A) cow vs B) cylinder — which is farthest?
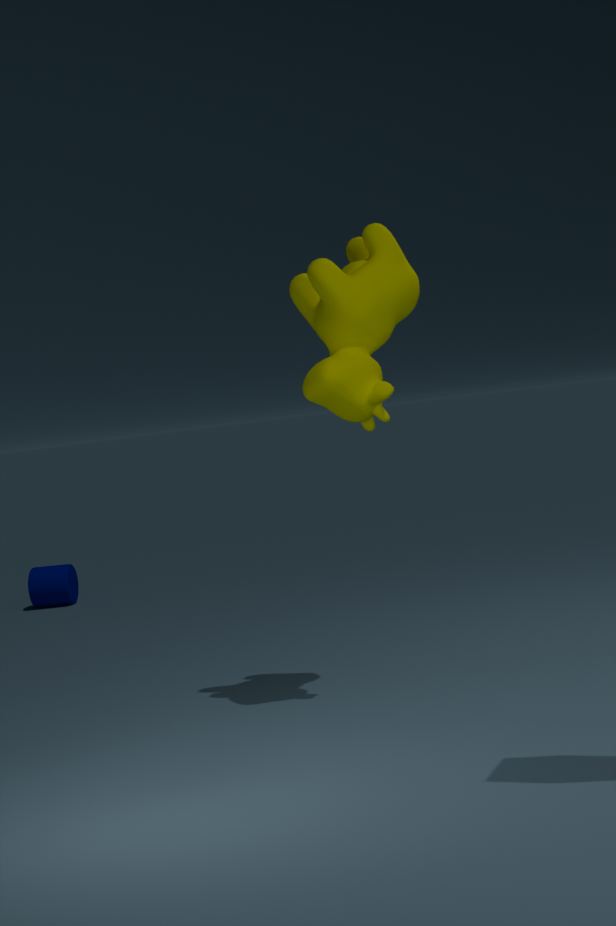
B. cylinder
